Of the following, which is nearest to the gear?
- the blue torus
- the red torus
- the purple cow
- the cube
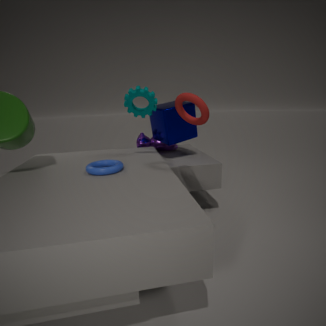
the cube
